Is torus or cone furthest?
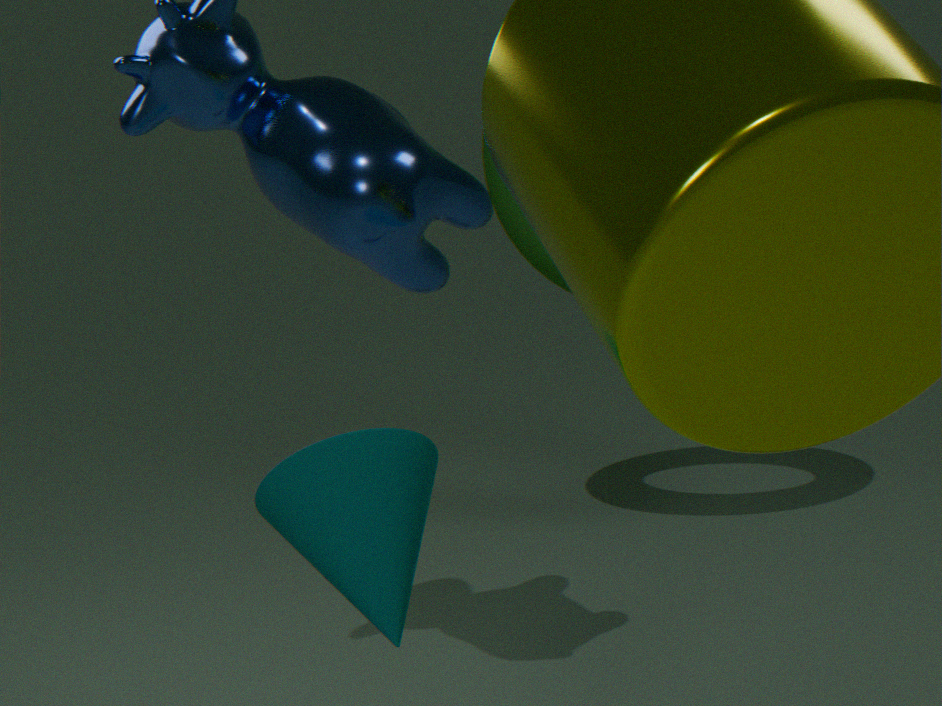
torus
